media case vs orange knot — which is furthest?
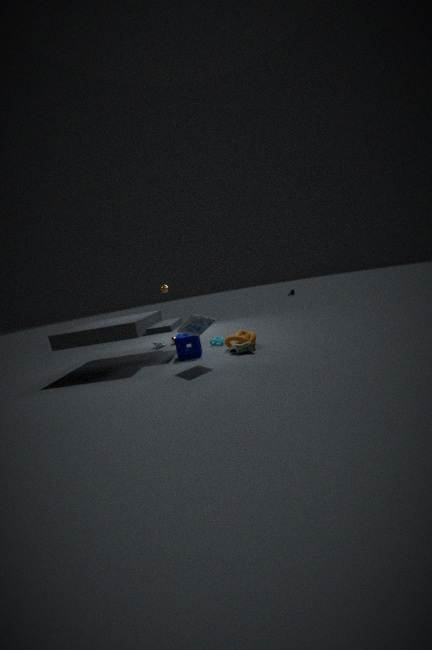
orange knot
